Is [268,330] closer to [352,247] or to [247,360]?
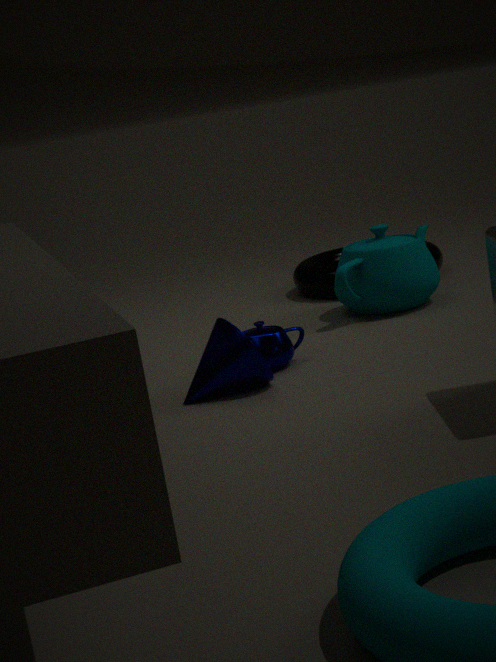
[247,360]
